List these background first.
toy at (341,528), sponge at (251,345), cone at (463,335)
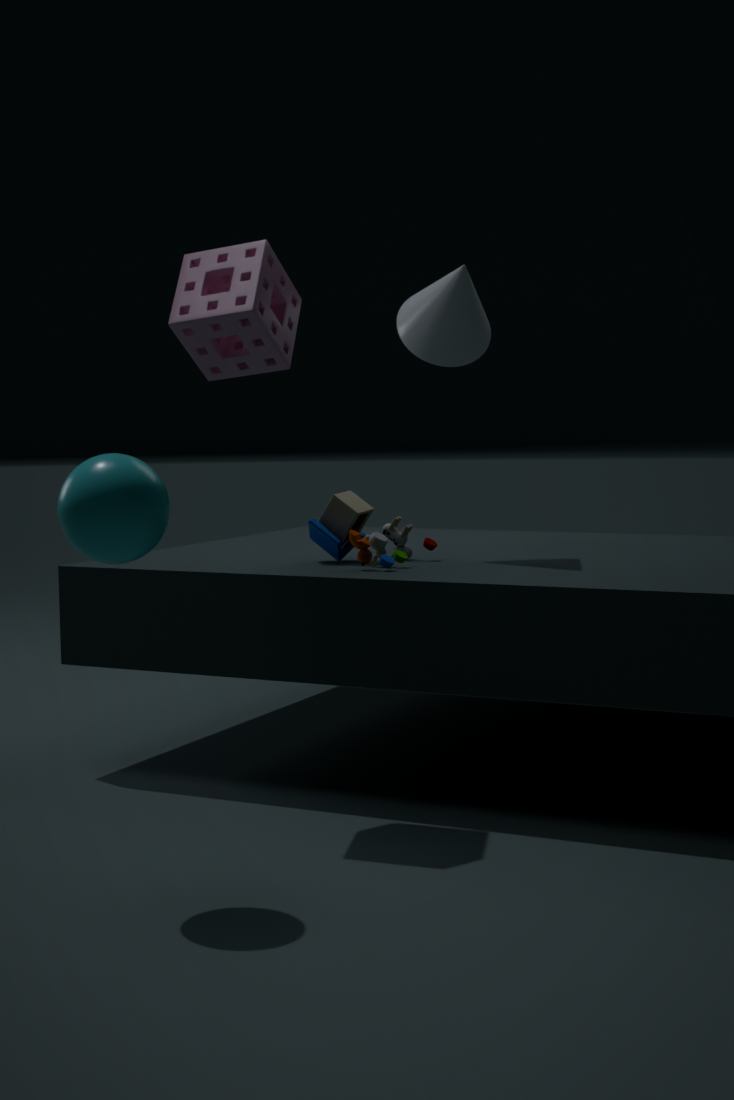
cone at (463,335), toy at (341,528), sponge at (251,345)
